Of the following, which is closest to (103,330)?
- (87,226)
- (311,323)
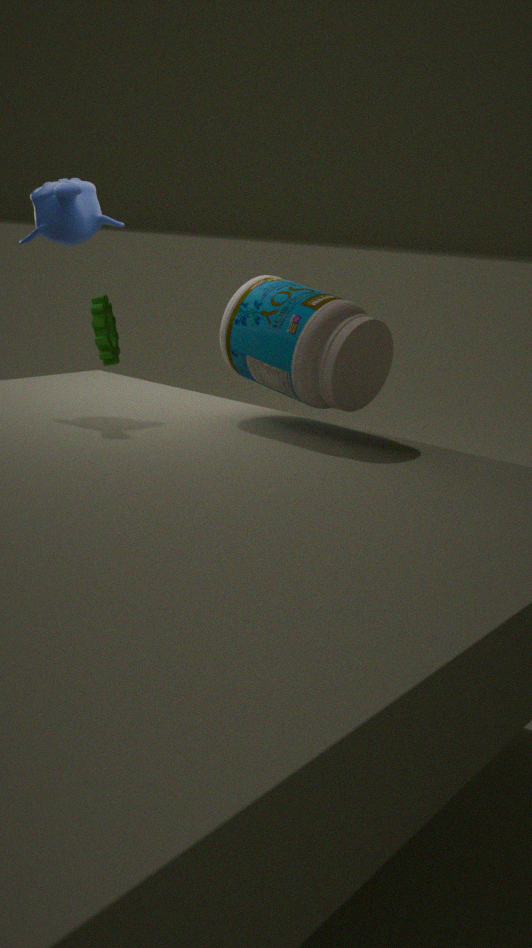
(87,226)
